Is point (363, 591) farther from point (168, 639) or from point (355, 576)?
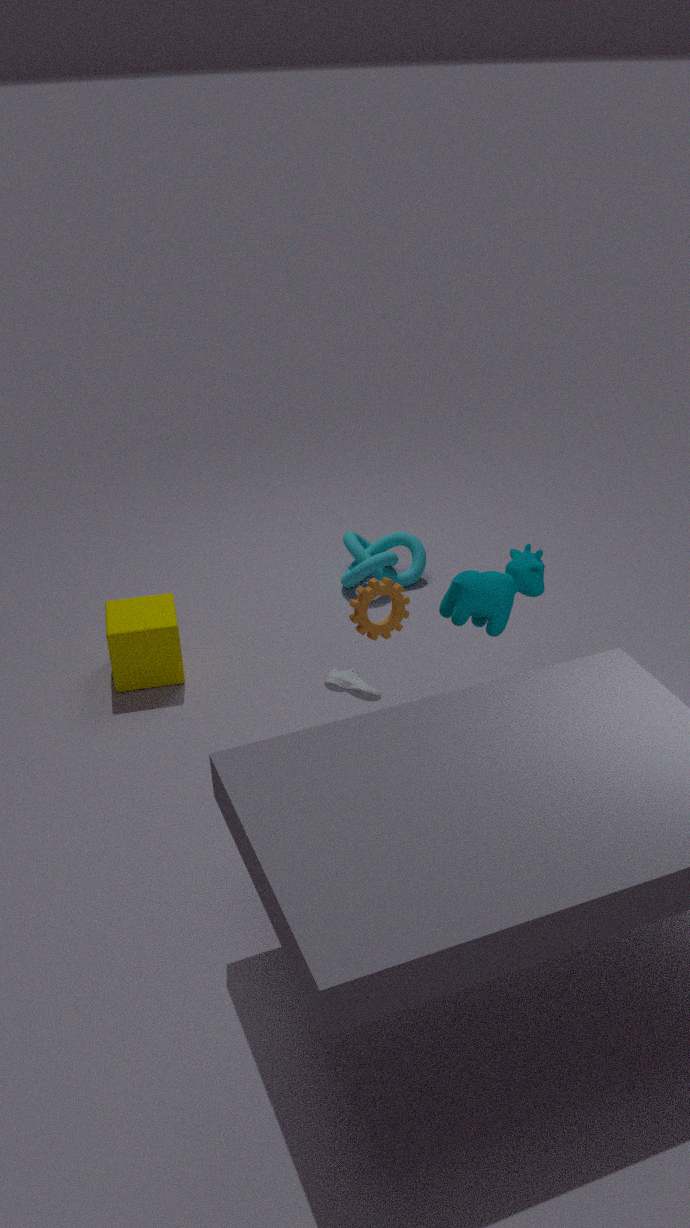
point (355, 576)
